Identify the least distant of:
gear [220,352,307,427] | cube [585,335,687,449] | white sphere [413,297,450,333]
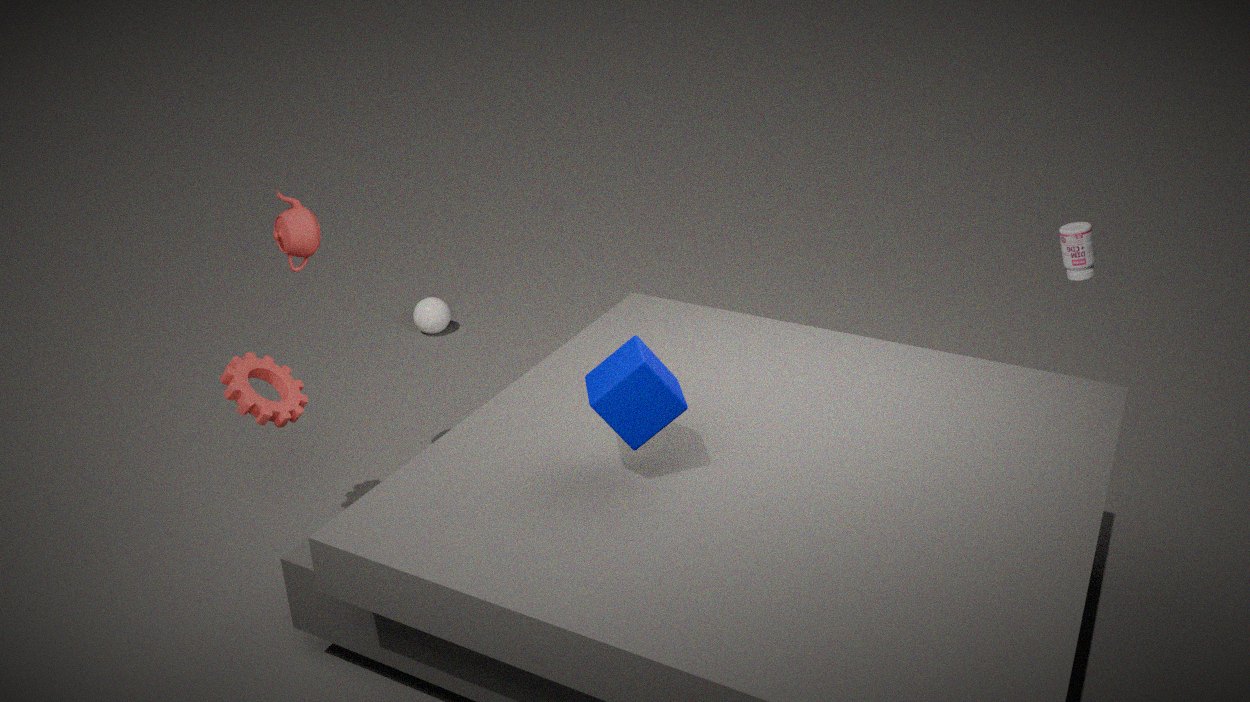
cube [585,335,687,449]
